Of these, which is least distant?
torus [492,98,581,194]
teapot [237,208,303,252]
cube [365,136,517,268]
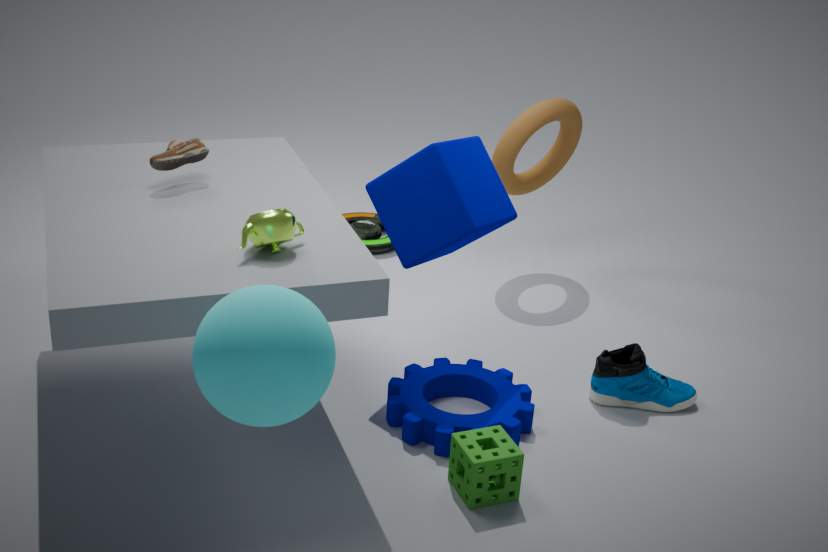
teapot [237,208,303,252]
